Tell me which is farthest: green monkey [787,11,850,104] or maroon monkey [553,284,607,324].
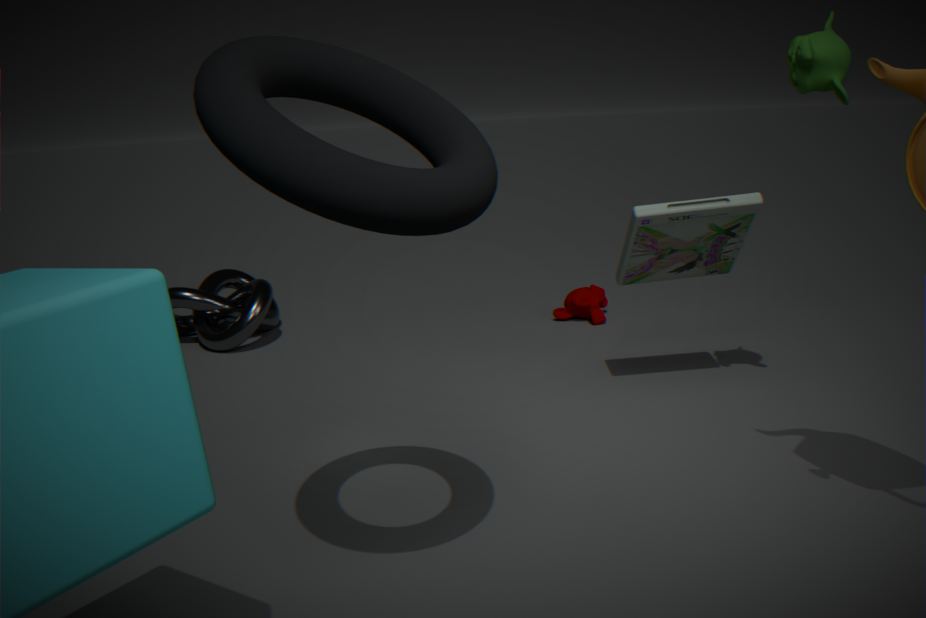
maroon monkey [553,284,607,324]
